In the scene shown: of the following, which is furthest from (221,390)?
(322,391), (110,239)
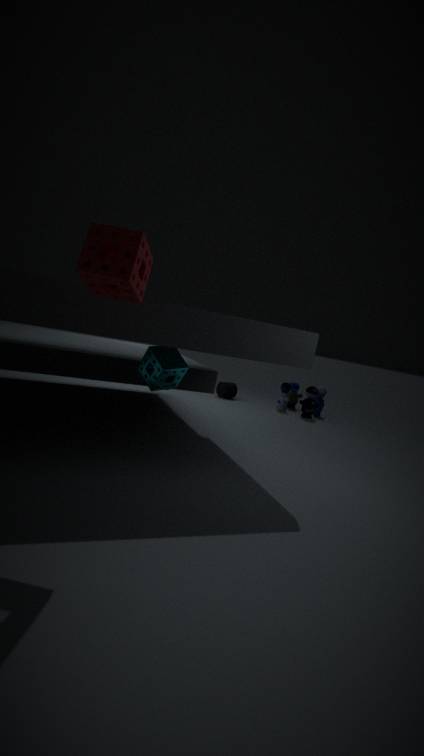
(110,239)
